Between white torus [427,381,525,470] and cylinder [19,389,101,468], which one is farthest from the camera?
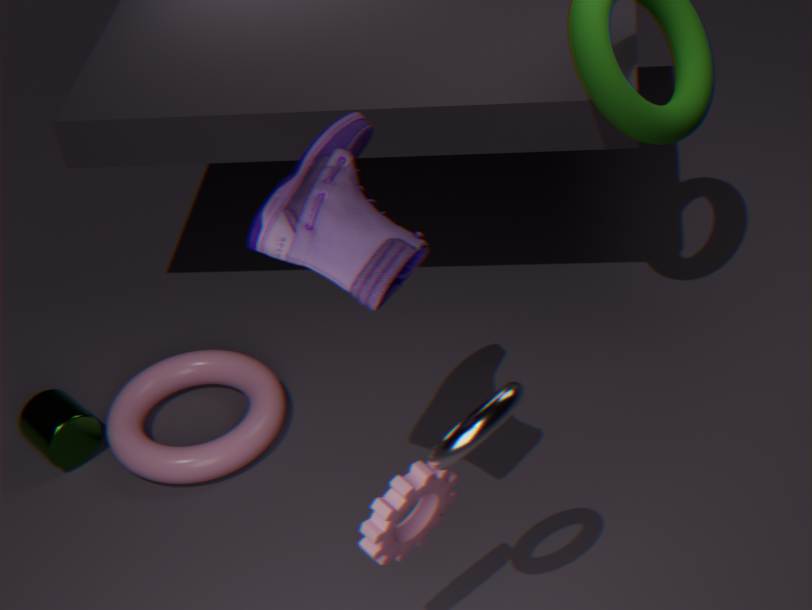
cylinder [19,389,101,468]
